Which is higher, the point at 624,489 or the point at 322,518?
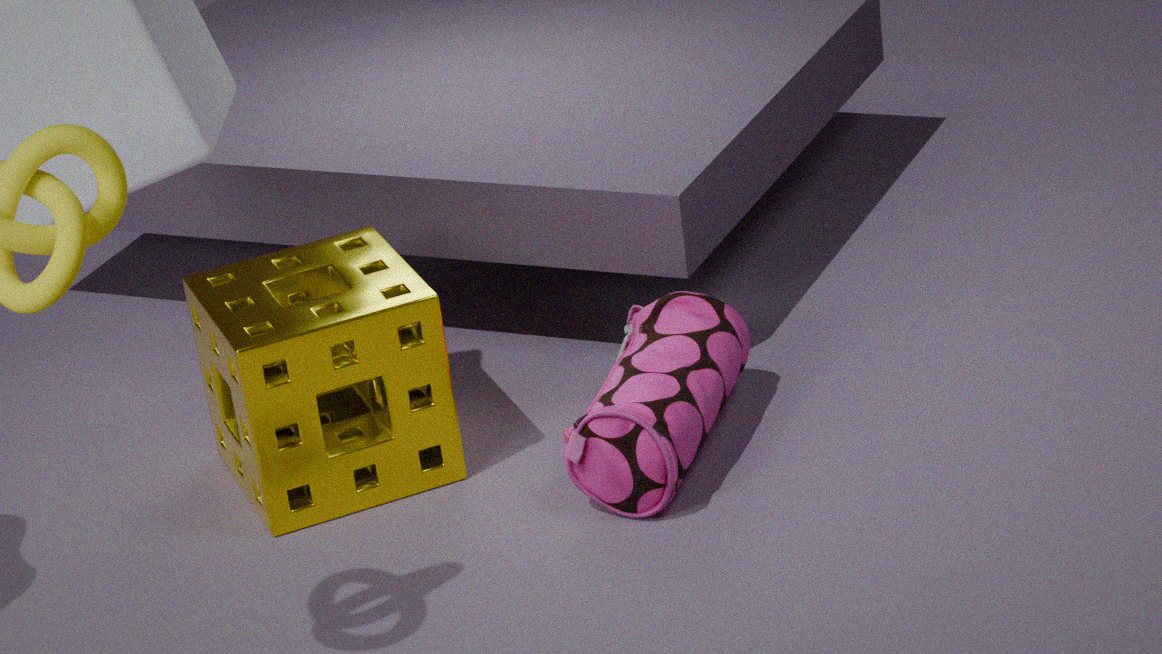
the point at 322,518
